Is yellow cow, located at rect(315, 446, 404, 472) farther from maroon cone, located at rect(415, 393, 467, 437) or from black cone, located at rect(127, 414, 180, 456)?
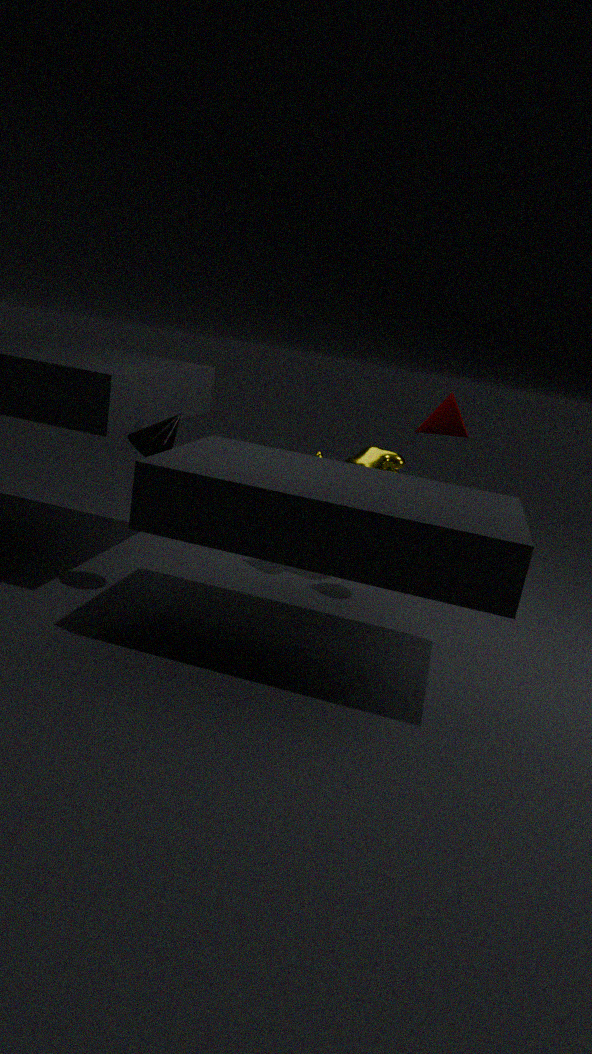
black cone, located at rect(127, 414, 180, 456)
